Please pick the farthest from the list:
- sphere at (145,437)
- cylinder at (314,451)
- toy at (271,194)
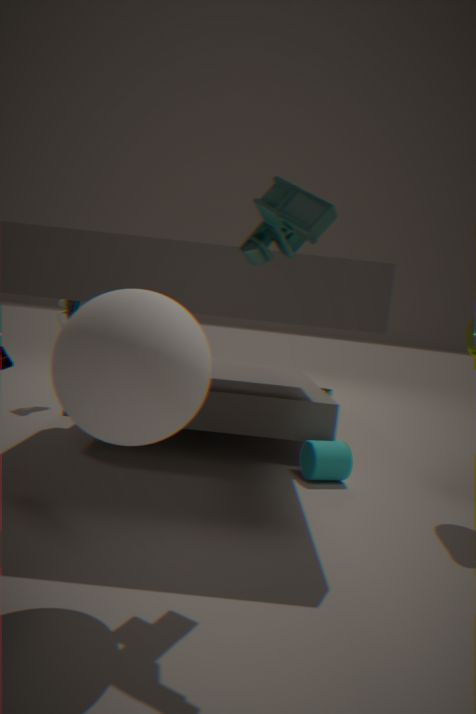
cylinder at (314,451)
